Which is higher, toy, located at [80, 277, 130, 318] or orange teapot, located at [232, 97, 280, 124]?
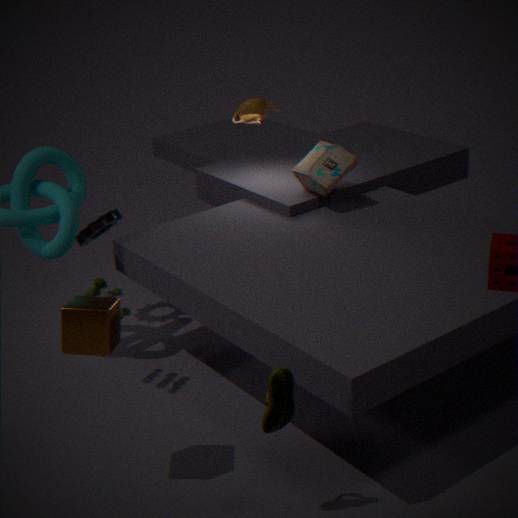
orange teapot, located at [232, 97, 280, 124]
